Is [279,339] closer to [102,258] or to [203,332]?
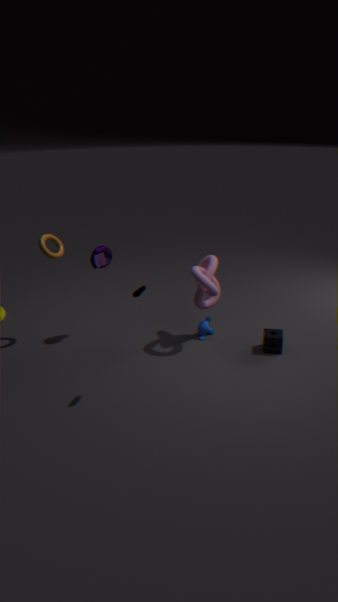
[203,332]
